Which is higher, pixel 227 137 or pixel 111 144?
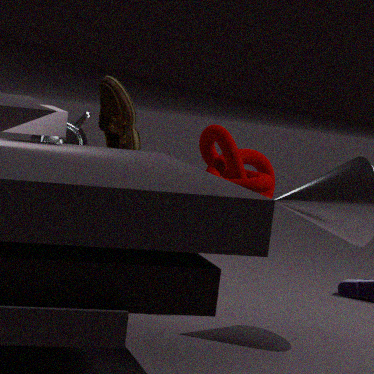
pixel 111 144
